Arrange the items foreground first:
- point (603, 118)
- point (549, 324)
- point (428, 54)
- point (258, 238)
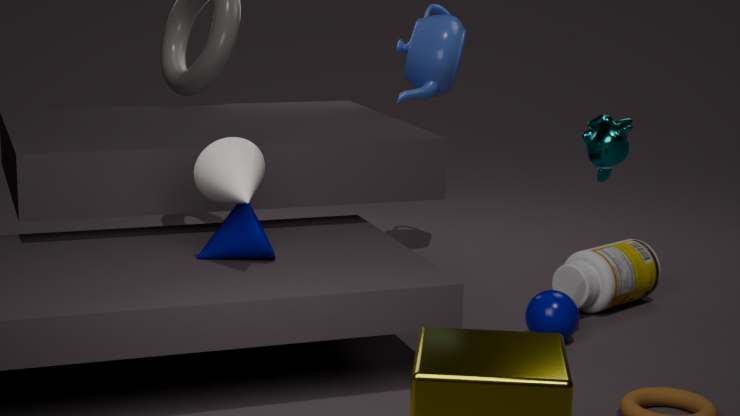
point (258, 238), point (603, 118), point (549, 324), point (428, 54)
